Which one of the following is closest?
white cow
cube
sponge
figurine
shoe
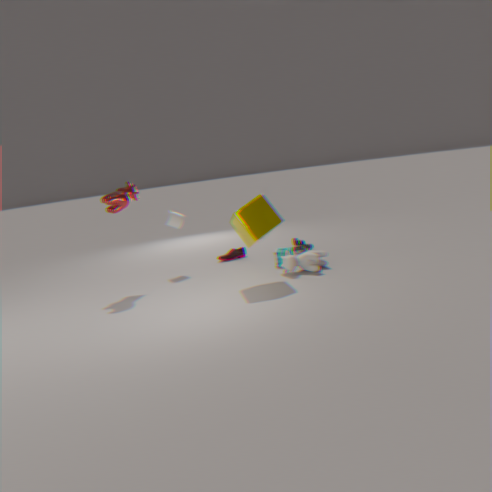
cube
